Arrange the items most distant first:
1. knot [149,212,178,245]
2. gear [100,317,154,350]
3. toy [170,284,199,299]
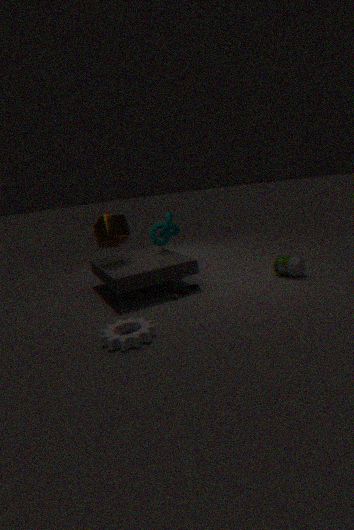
knot [149,212,178,245] < toy [170,284,199,299] < gear [100,317,154,350]
